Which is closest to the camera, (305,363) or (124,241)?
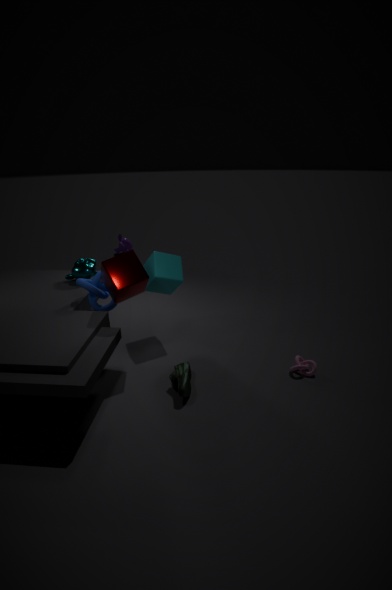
(305,363)
